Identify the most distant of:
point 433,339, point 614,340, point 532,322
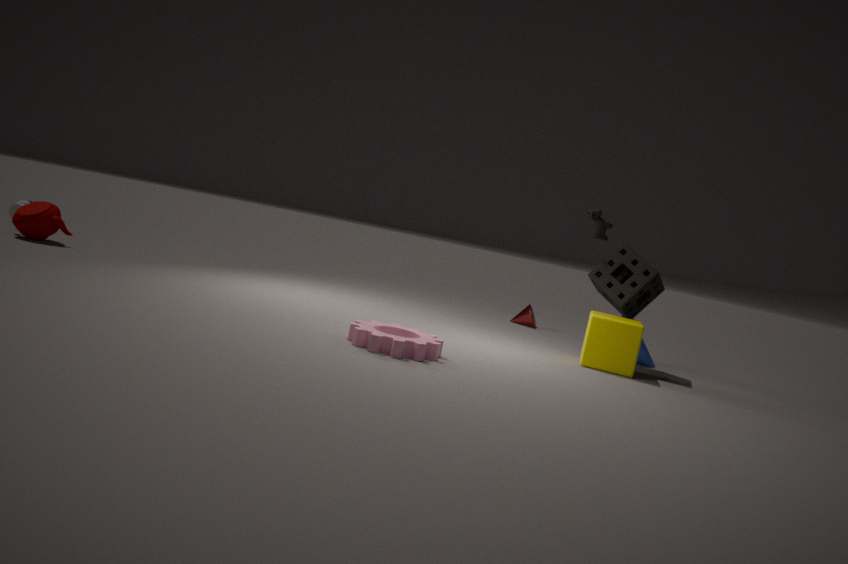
point 532,322
